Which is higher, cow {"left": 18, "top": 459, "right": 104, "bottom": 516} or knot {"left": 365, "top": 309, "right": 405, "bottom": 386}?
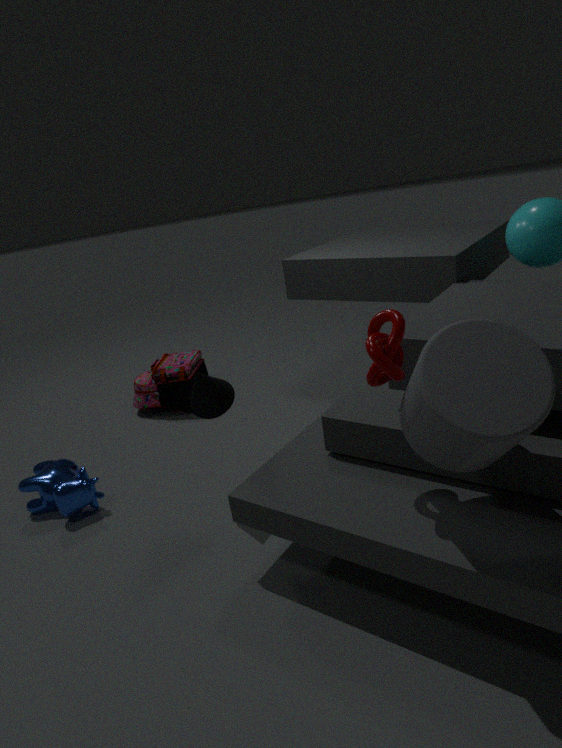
knot {"left": 365, "top": 309, "right": 405, "bottom": 386}
